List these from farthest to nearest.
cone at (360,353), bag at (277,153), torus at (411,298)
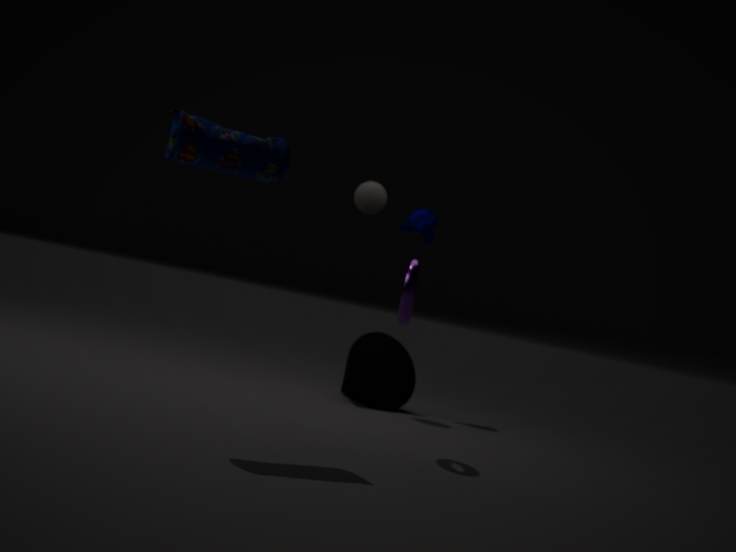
cone at (360,353)
torus at (411,298)
bag at (277,153)
